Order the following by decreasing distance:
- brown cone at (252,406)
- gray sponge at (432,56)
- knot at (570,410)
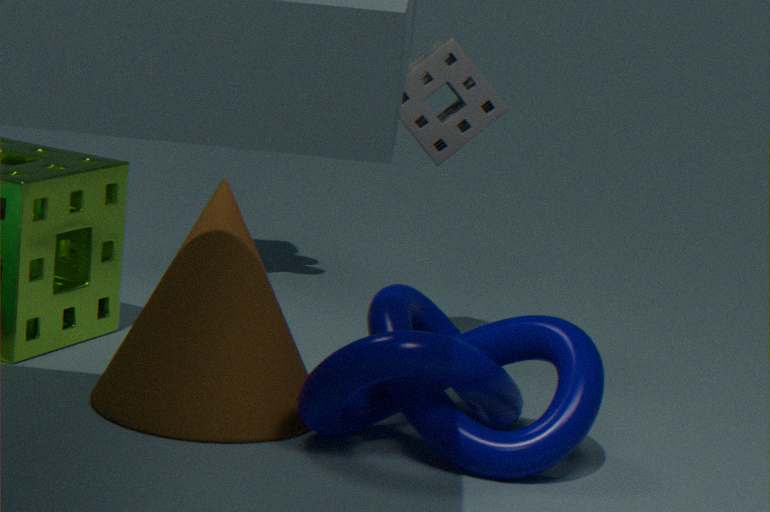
gray sponge at (432,56) → brown cone at (252,406) → knot at (570,410)
